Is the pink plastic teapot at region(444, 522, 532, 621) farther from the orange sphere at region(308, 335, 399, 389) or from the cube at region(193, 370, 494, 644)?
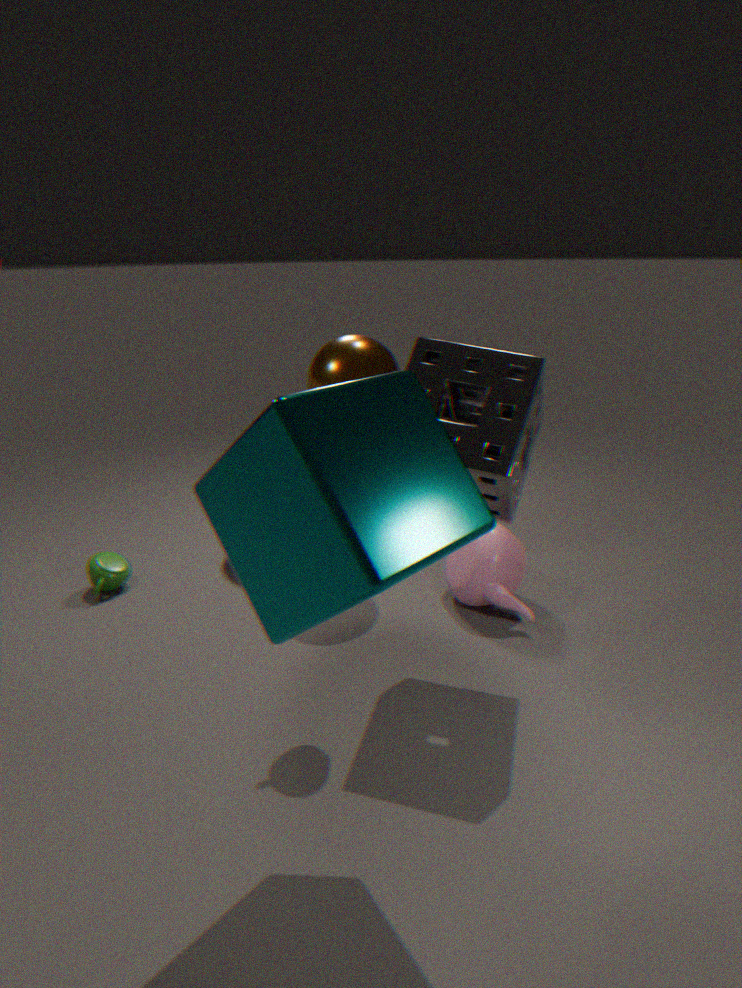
the cube at region(193, 370, 494, 644)
